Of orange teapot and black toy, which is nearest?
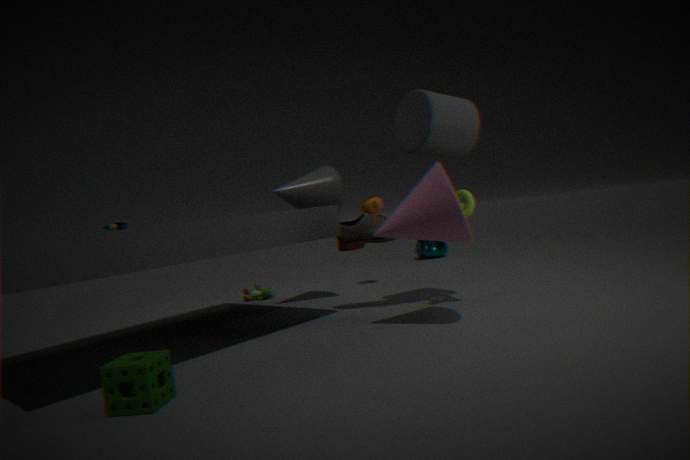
black toy
